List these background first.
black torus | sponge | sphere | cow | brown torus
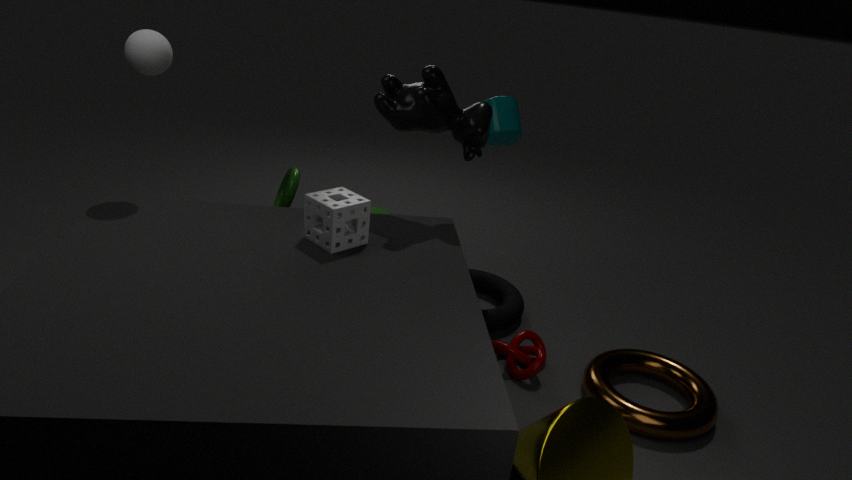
black torus, cow, sphere, brown torus, sponge
